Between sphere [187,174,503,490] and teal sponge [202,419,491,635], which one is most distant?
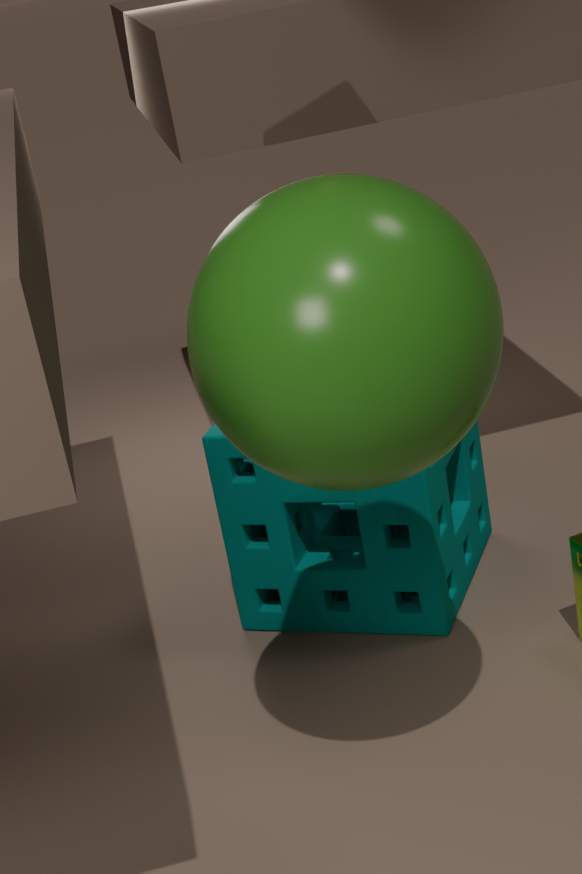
teal sponge [202,419,491,635]
